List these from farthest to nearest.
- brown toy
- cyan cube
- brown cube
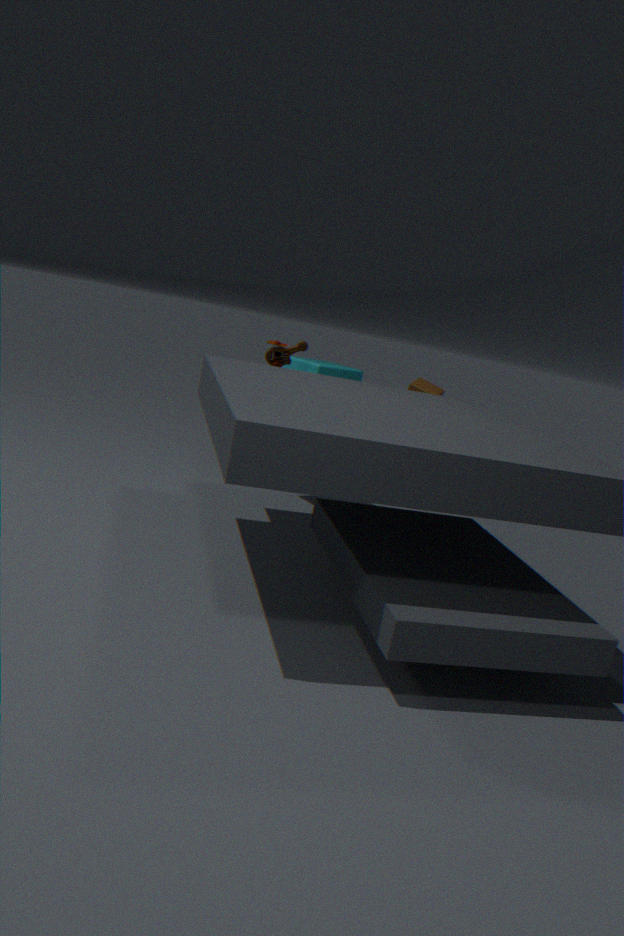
brown cube
cyan cube
brown toy
